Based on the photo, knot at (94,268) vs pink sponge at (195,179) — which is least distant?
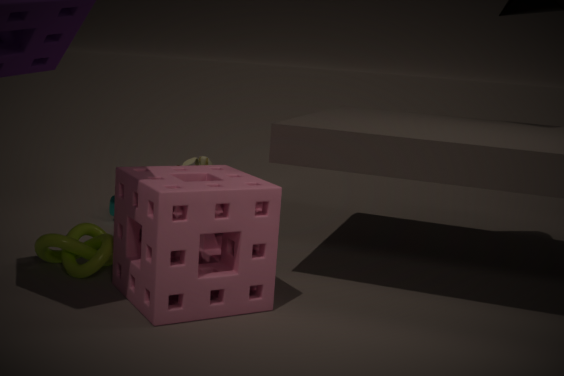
pink sponge at (195,179)
